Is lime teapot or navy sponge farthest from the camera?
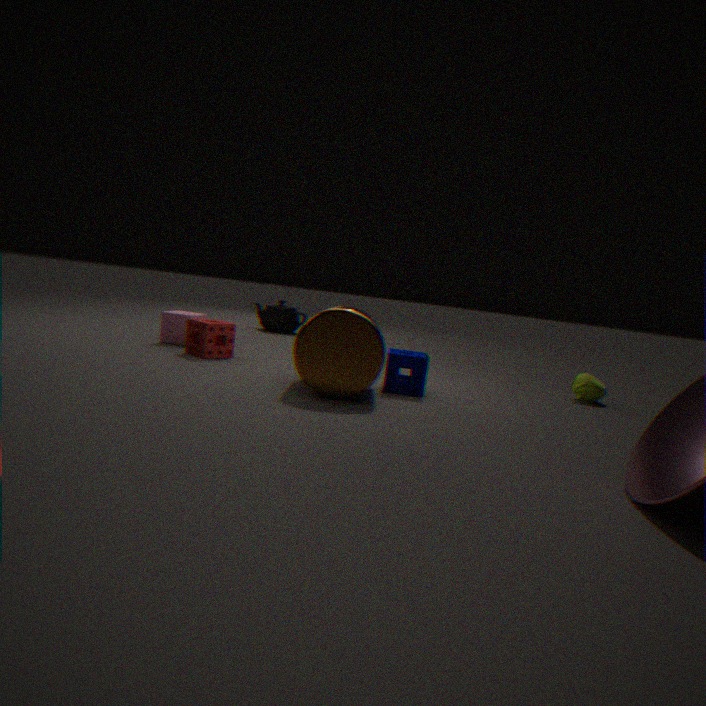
lime teapot
